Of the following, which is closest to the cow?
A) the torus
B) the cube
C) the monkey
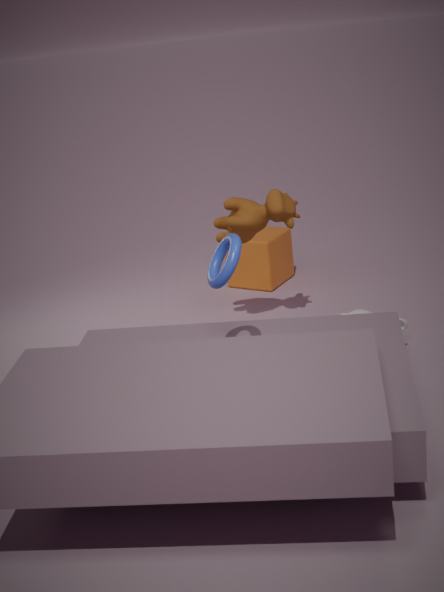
the cube
